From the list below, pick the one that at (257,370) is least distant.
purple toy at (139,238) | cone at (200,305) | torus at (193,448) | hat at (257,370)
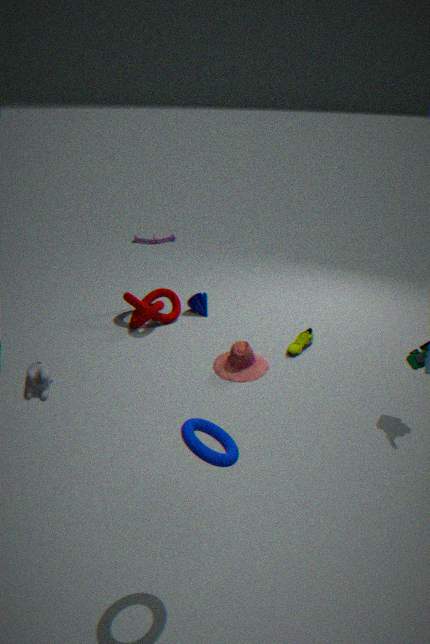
torus at (193,448)
